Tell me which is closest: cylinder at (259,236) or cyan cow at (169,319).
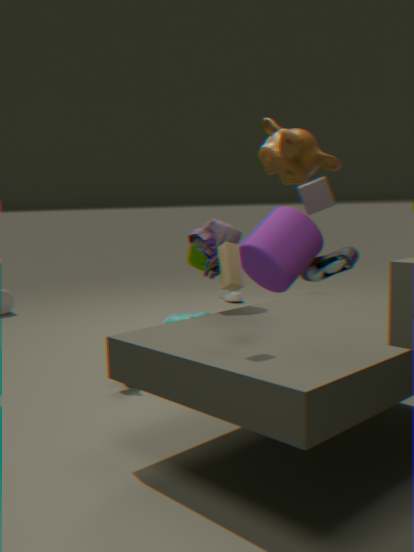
cylinder at (259,236)
